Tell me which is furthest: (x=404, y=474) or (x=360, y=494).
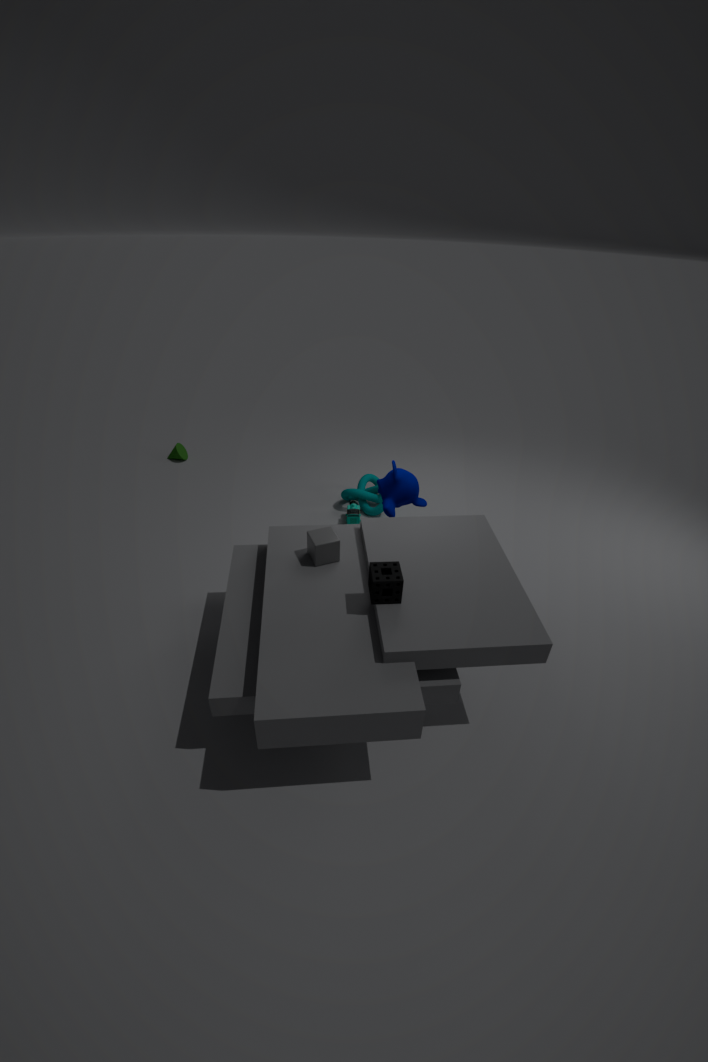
(x=360, y=494)
